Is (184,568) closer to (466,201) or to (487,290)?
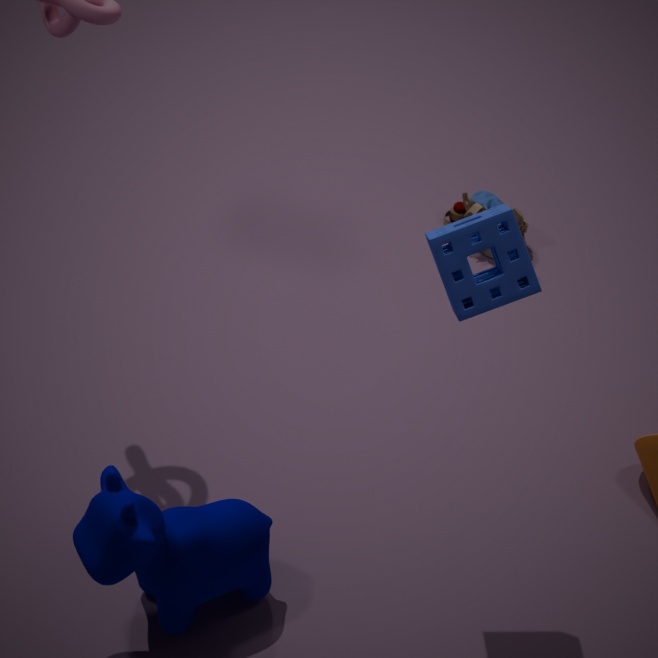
(487,290)
